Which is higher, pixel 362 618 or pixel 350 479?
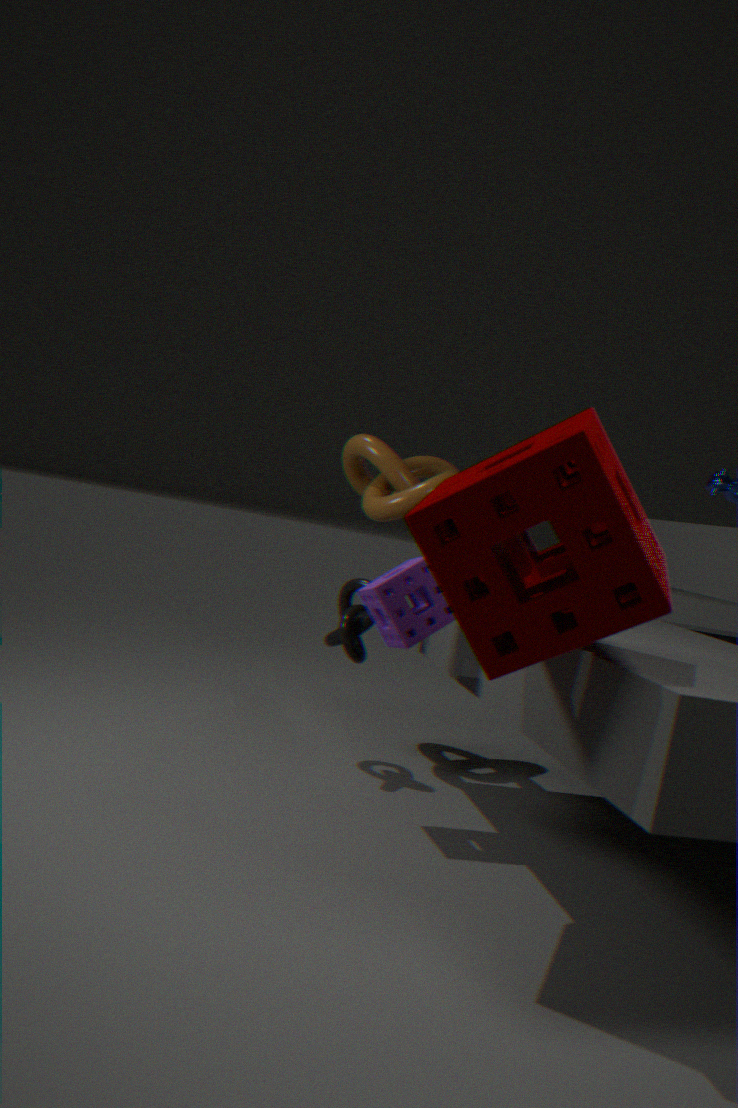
pixel 350 479
